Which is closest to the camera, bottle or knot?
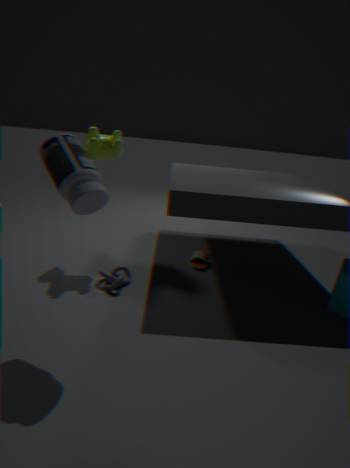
bottle
